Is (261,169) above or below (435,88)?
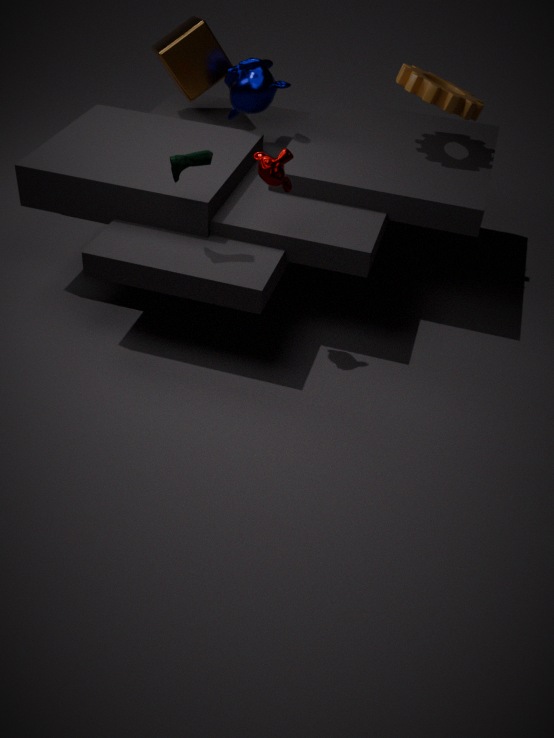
below
